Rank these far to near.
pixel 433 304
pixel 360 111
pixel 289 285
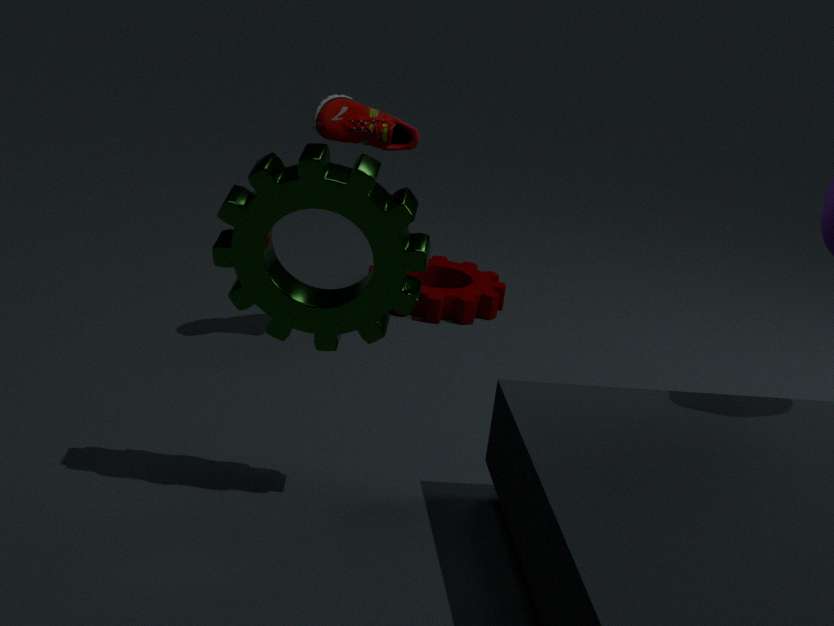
1. pixel 433 304
2. pixel 360 111
3. pixel 289 285
